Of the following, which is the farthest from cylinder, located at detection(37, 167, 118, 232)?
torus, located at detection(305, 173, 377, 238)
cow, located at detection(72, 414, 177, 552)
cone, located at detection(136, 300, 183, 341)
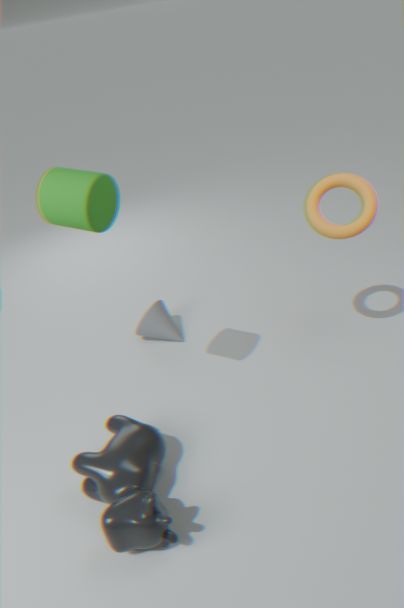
cone, located at detection(136, 300, 183, 341)
